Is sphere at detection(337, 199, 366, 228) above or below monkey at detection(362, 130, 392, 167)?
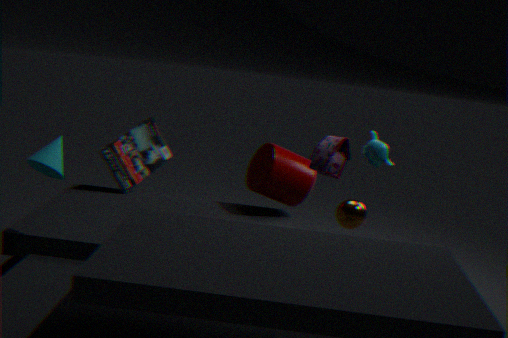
below
